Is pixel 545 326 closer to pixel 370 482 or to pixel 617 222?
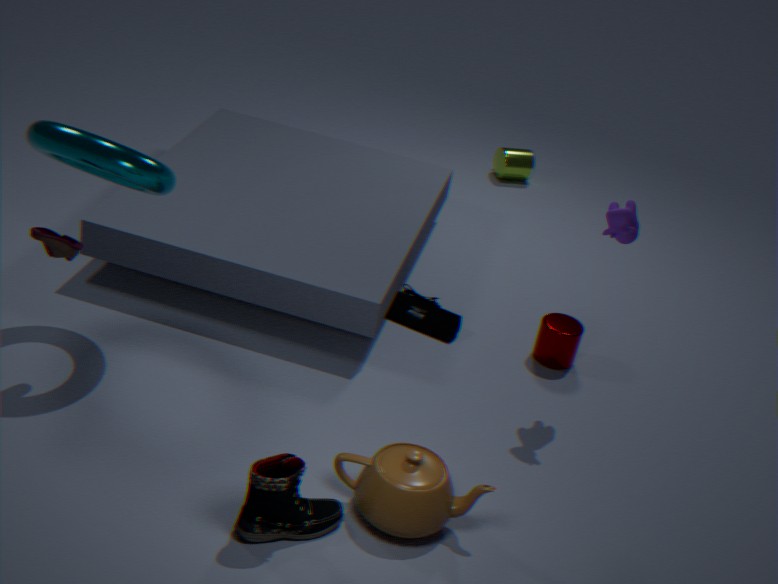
pixel 617 222
